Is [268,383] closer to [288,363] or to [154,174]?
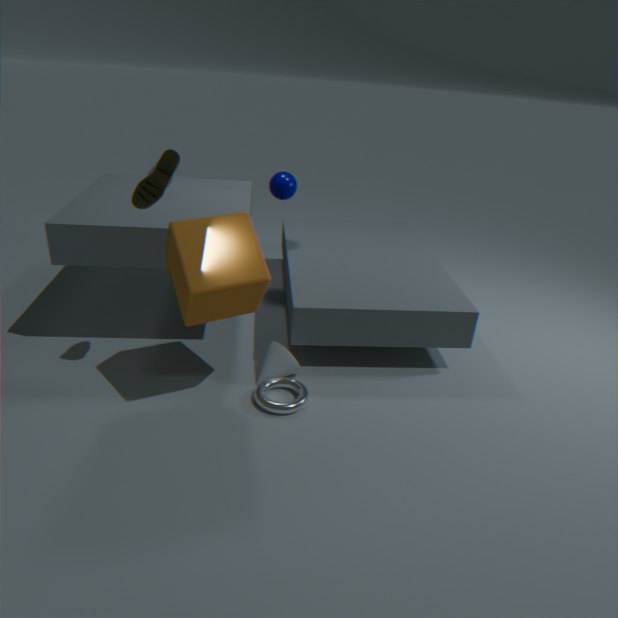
[288,363]
